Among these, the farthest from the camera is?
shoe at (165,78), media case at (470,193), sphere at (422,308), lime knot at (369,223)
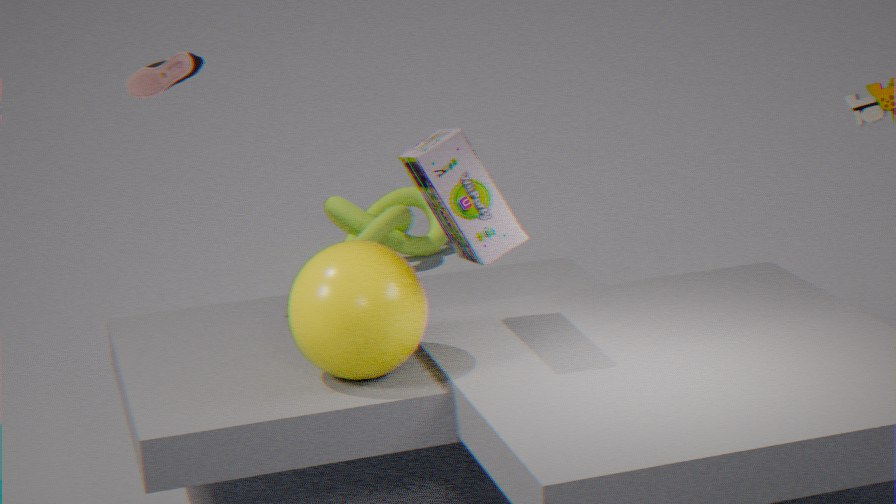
lime knot at (369,223)
